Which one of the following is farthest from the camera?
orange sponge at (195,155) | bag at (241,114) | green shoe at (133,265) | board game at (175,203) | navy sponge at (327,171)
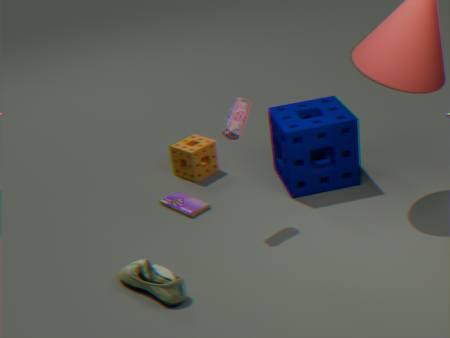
orange sponge at (195,155)
